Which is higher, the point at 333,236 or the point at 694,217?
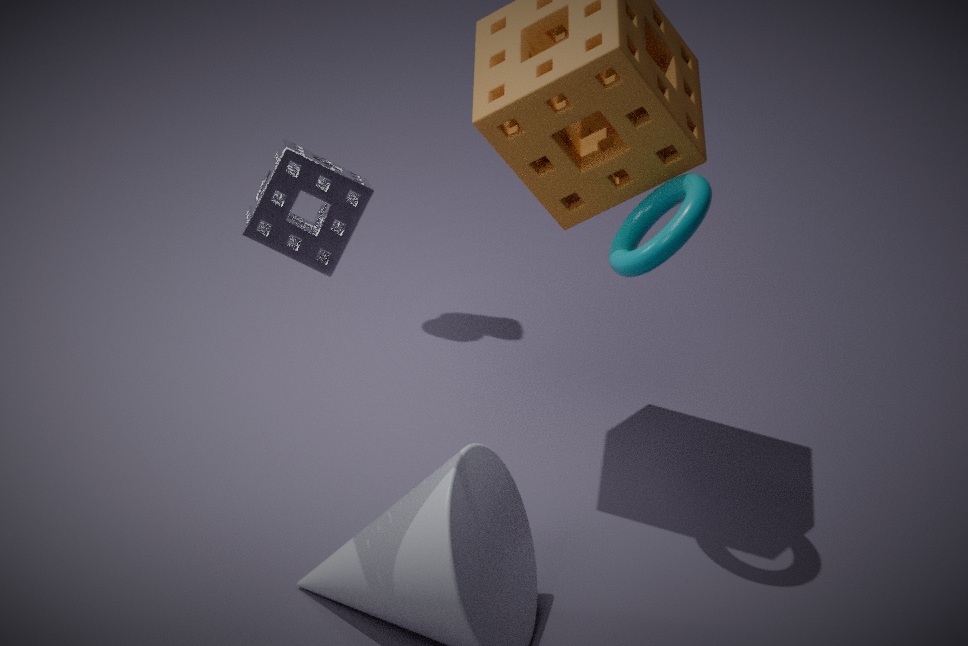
the point at 333,236
